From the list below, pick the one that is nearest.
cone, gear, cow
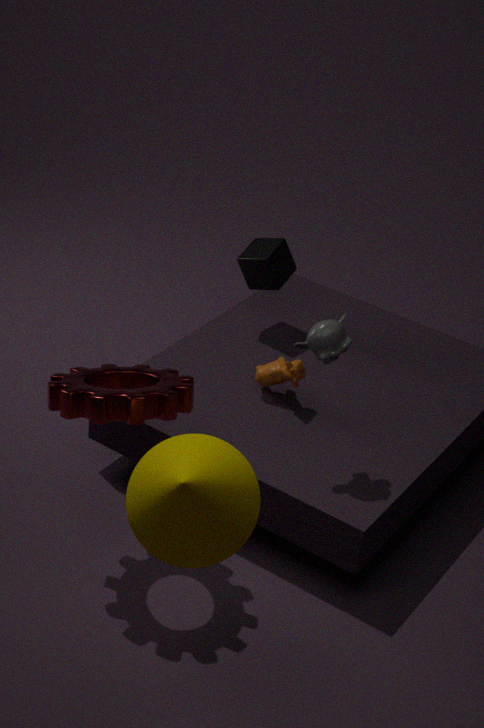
cone
